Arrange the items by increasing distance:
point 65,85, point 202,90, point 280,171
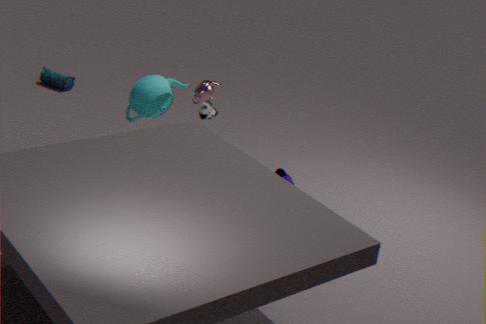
point 202,90 → point 280,171 → point 65,85
